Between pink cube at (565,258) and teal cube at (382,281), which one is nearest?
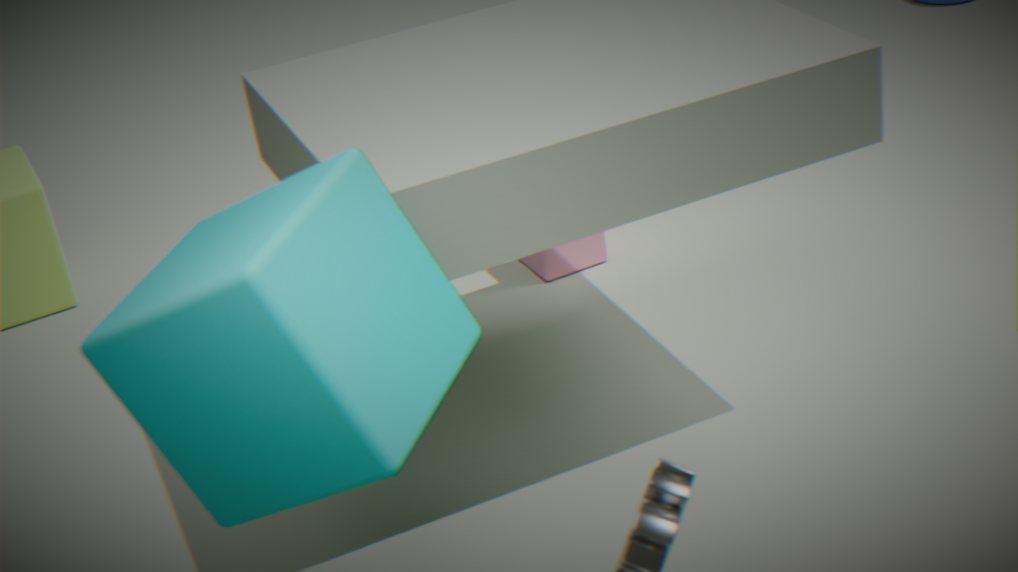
teal cube at (382,281)
